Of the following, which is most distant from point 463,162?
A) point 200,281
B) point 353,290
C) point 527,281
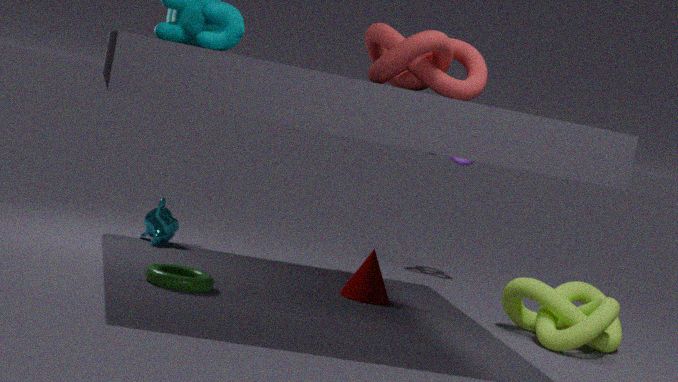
point 200,281
